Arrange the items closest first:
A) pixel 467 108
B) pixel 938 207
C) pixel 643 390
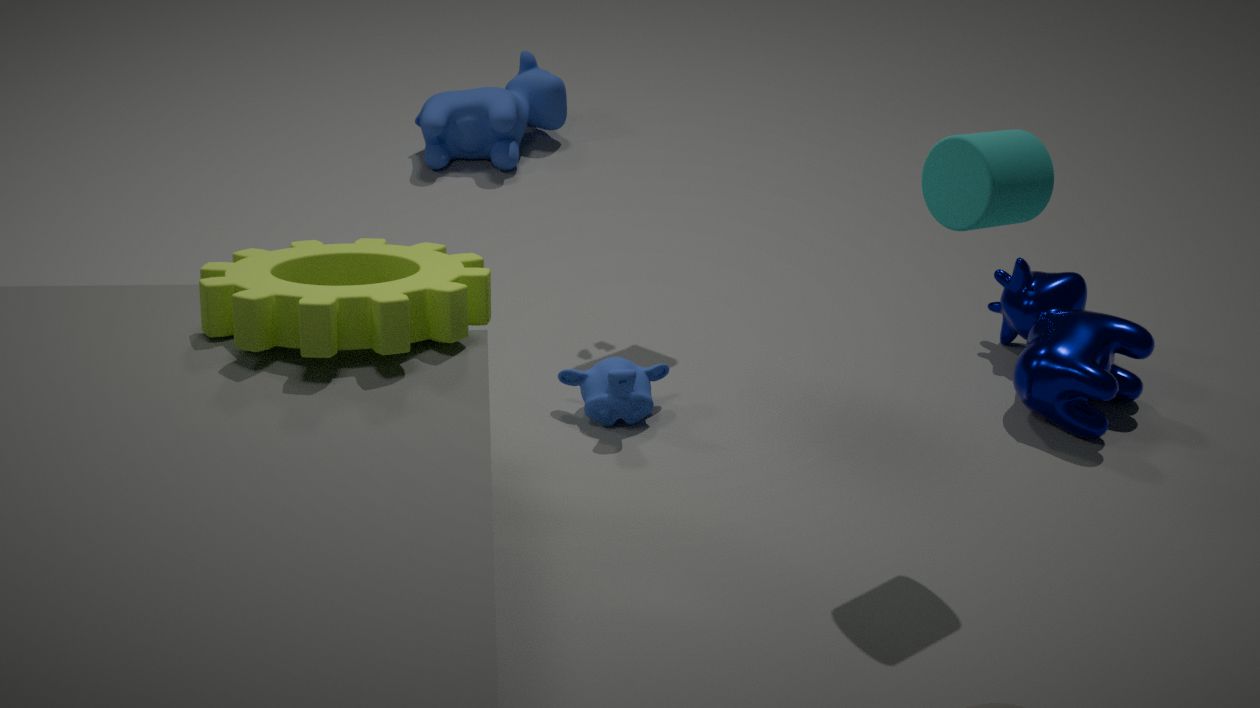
pixel 938 207, pixel 643 390, pixel 467 108
